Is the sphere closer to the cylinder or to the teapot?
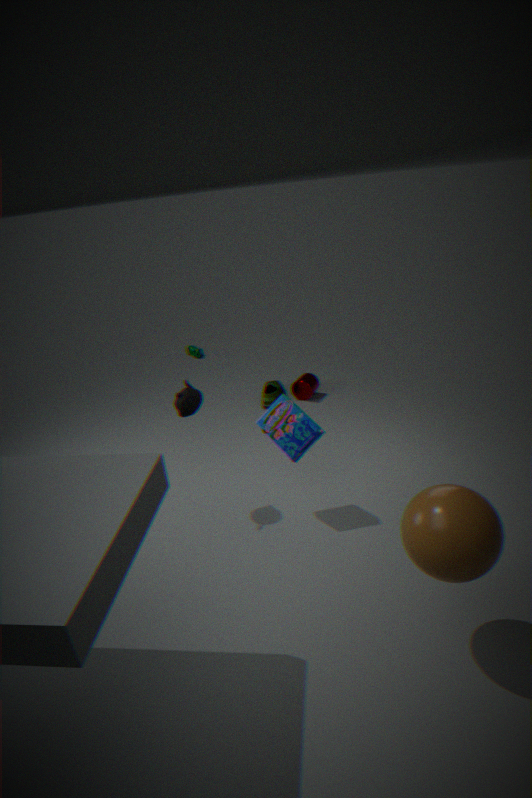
the teapot
